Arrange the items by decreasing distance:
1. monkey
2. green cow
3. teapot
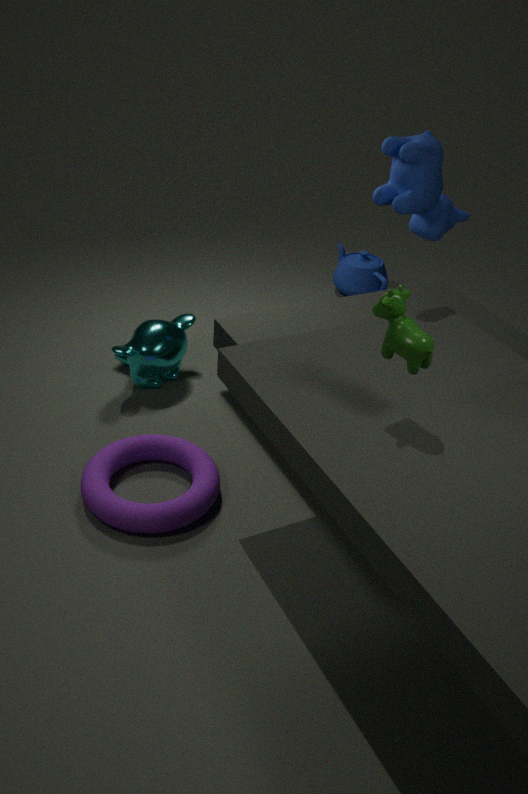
1. teapot
2. monkey
3. green cow
